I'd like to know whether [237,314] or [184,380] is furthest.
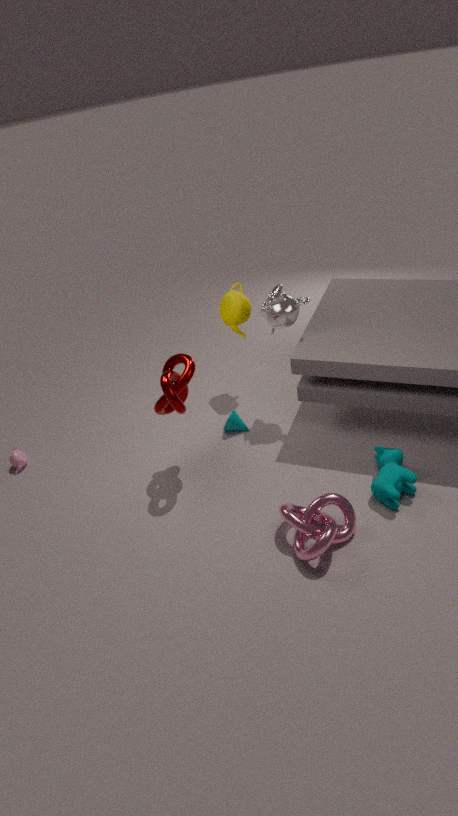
[237,314]
